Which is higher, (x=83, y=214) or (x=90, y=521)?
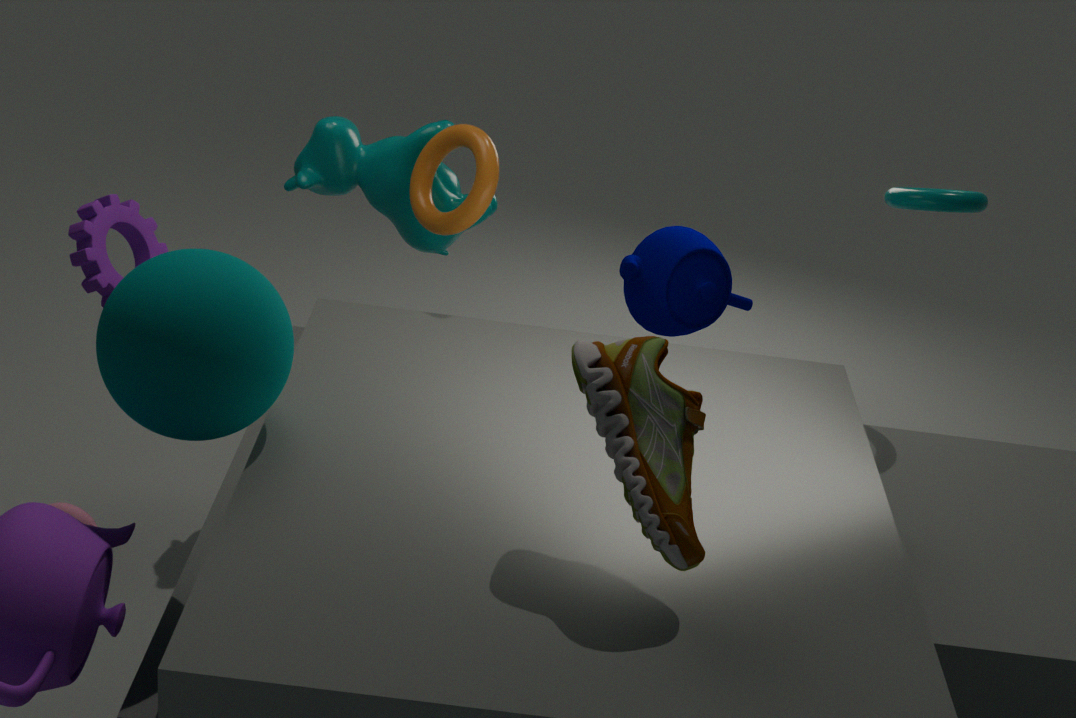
(x=83, y=214)
